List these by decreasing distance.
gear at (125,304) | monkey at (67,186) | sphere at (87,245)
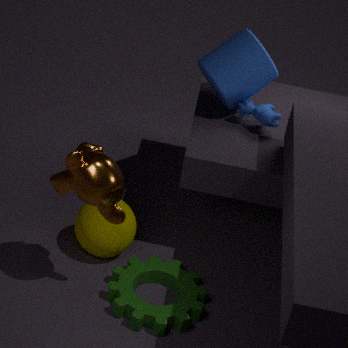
sphere at (87,245)
gear at (125,304)
monkey at (67,186)
